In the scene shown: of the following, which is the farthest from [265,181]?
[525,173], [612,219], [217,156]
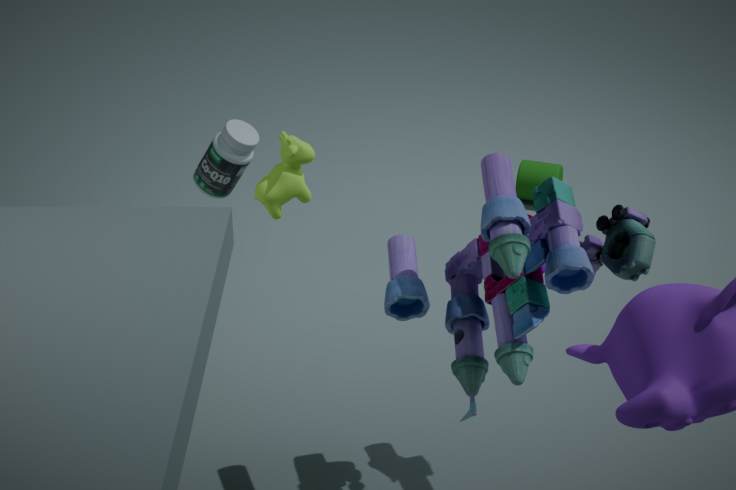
[525,173]
